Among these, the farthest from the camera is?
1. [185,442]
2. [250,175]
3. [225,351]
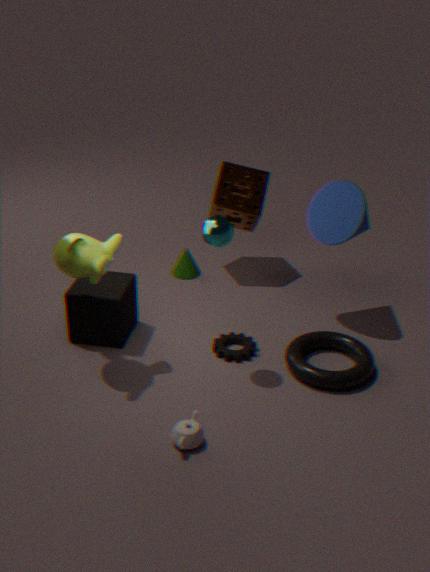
[250,175]
